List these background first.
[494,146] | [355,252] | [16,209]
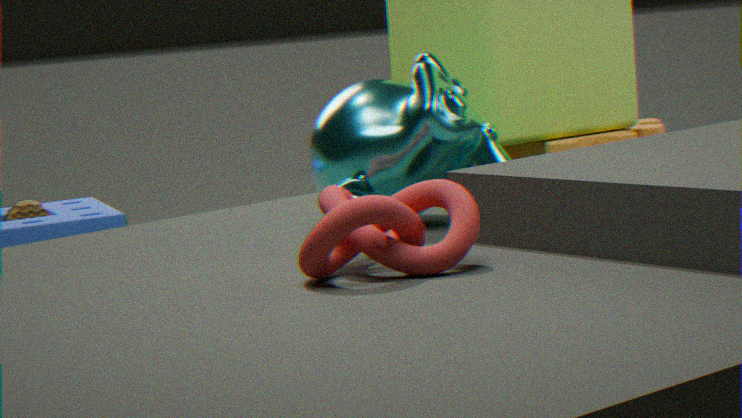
[16,209]
[494,146]
[355,252]
